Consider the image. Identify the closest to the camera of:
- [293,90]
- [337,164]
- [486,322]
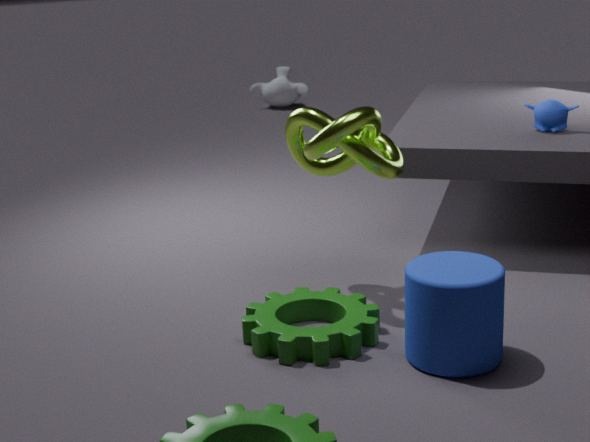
[486,322]
